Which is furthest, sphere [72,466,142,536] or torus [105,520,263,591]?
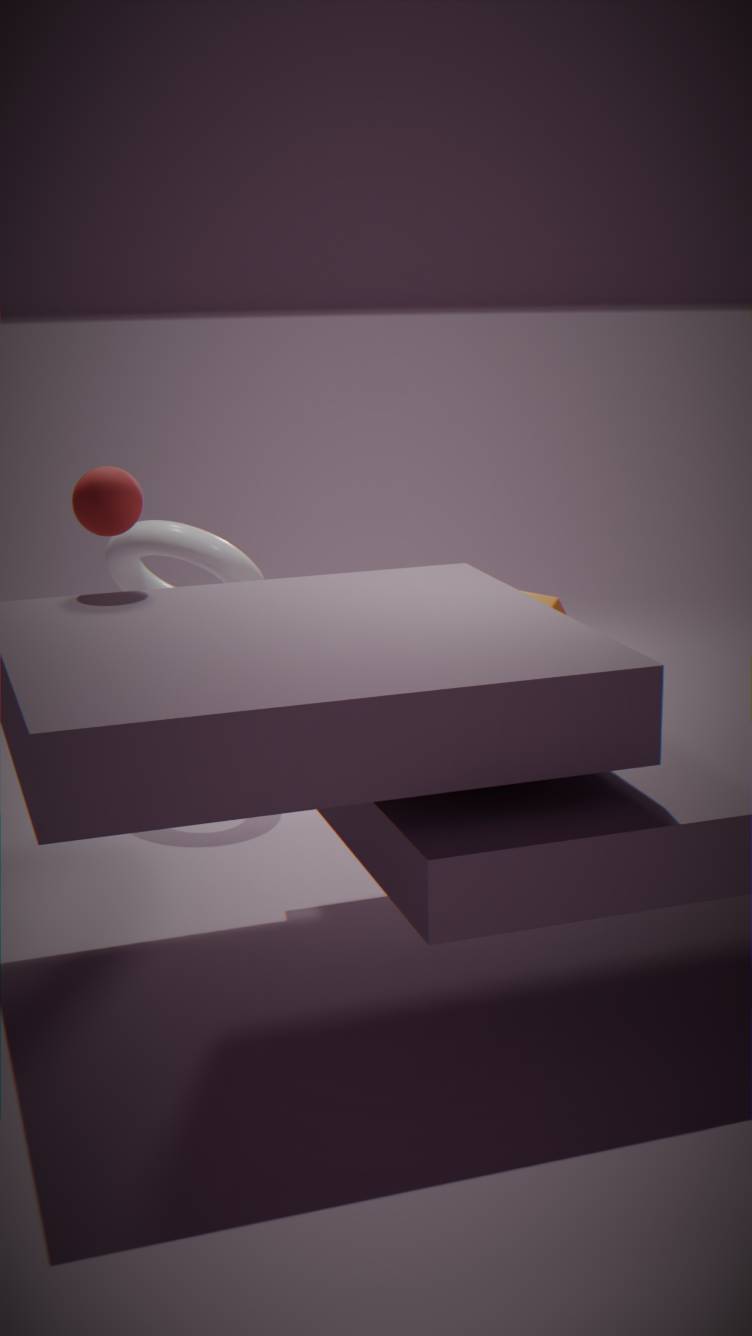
torus [105,520,263,591]
